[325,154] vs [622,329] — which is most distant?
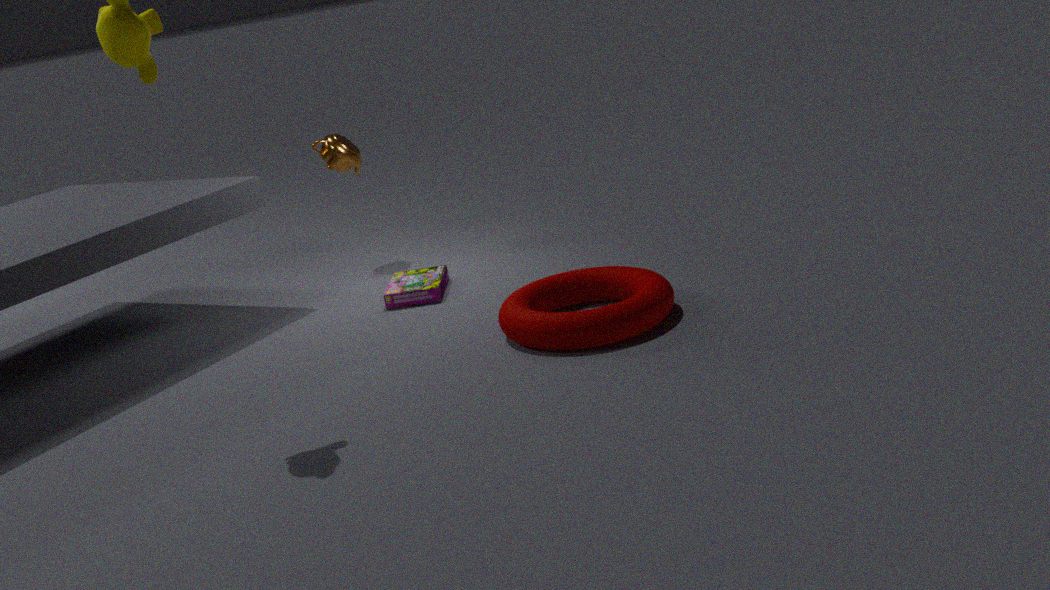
[325,154]
